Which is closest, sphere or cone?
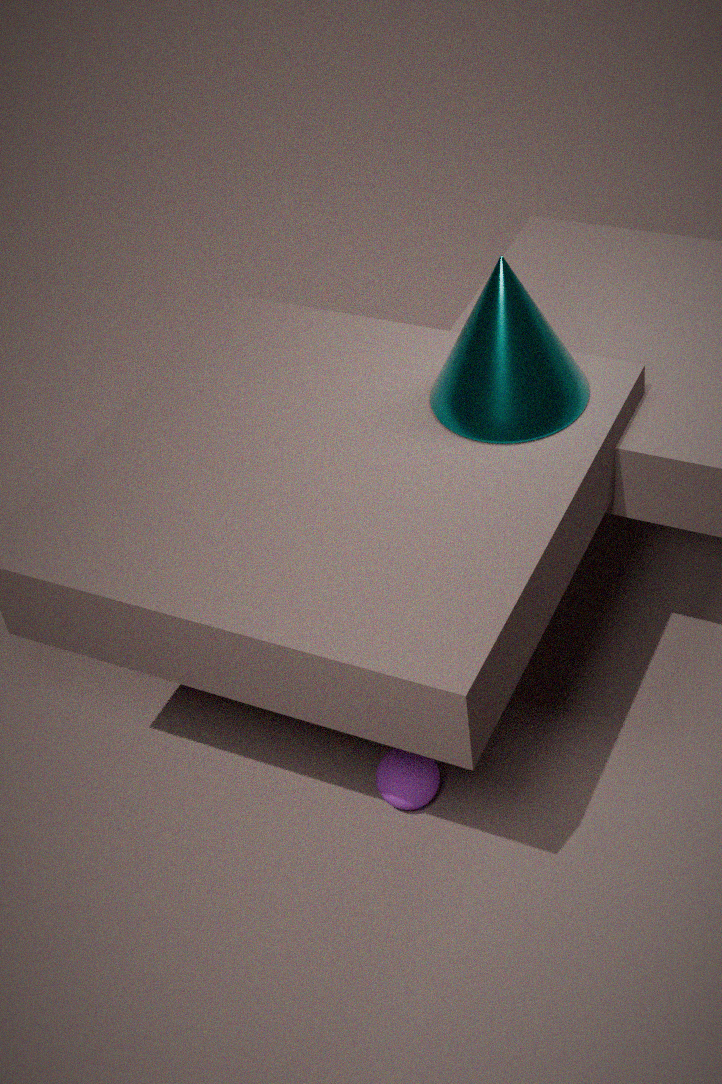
cone
